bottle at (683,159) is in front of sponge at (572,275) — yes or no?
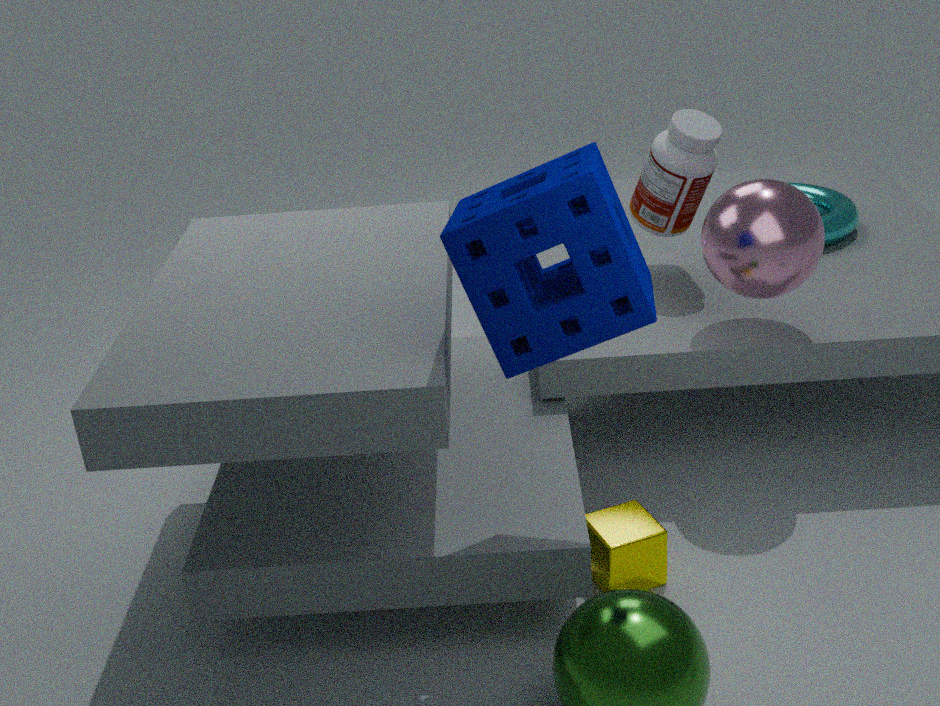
No
